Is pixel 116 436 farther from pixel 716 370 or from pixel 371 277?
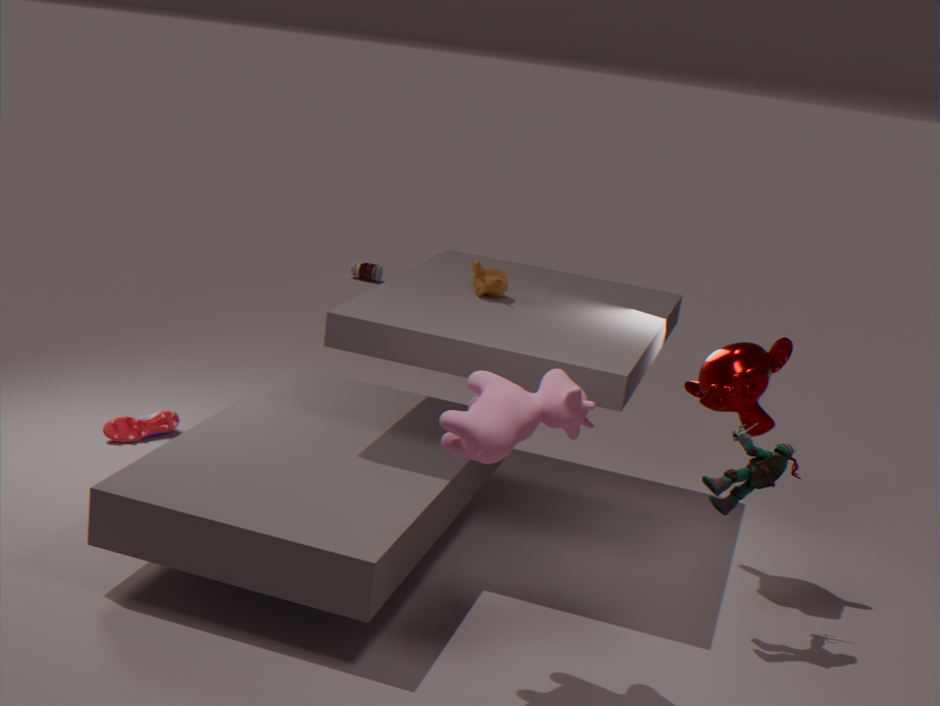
pixel 371 277
